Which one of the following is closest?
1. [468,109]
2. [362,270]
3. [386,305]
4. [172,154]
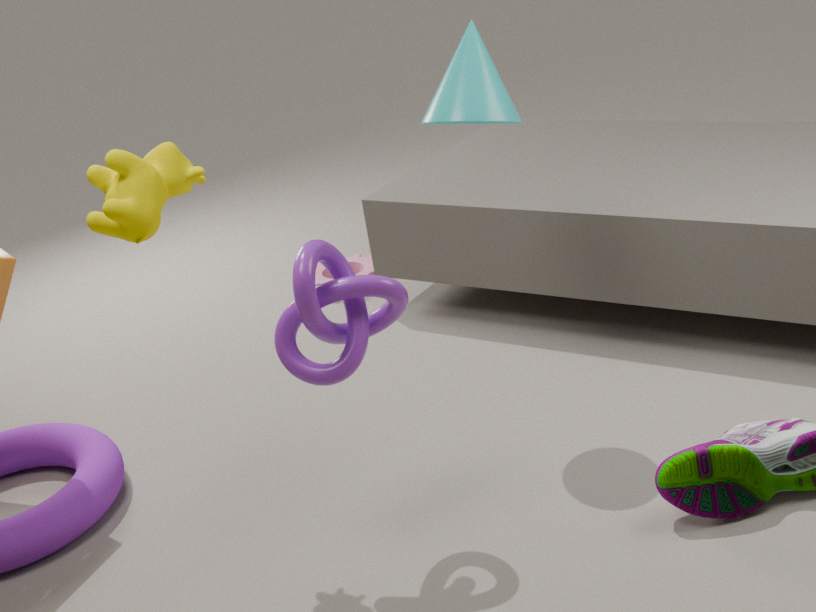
[172,154]
